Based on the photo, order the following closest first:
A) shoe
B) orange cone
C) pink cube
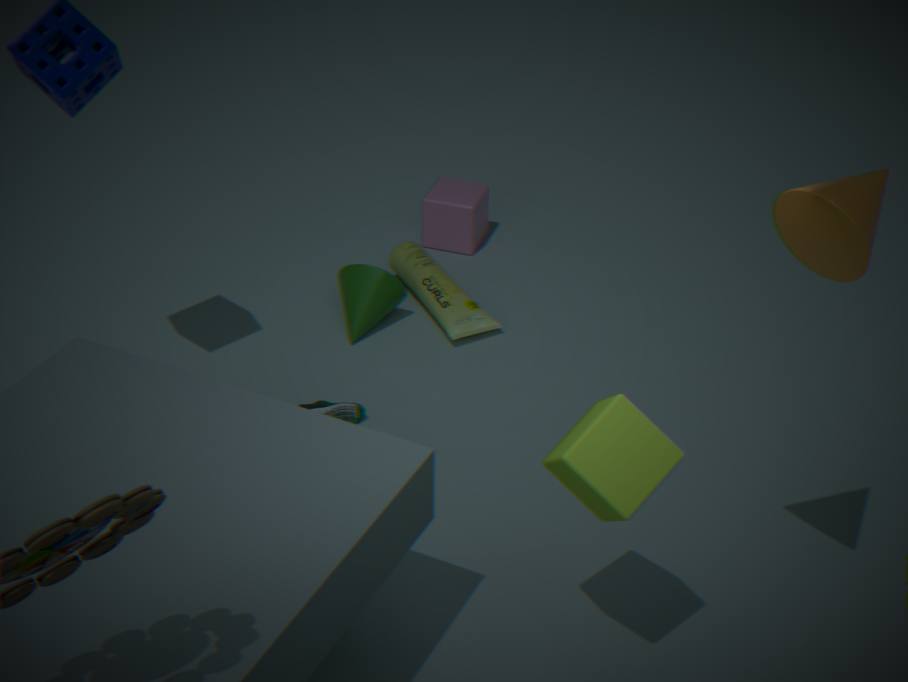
orange cone → shoe → pink cube
